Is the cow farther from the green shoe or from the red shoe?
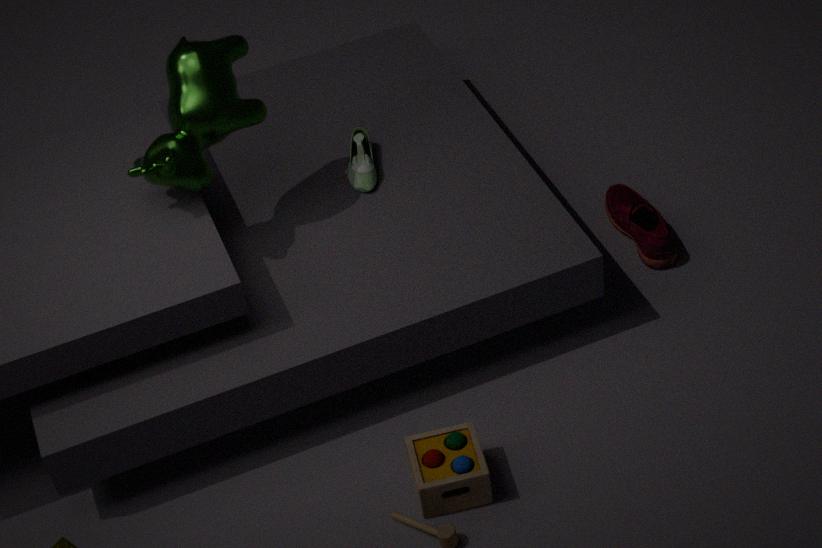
the red shoe
